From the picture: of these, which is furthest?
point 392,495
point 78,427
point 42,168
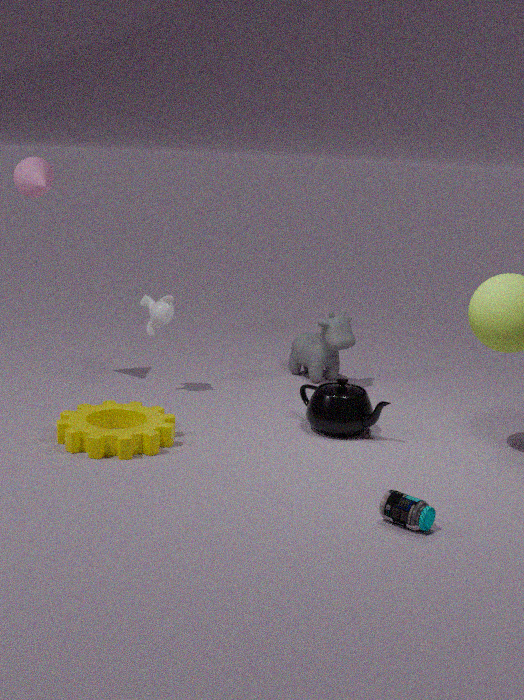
point 42,168
